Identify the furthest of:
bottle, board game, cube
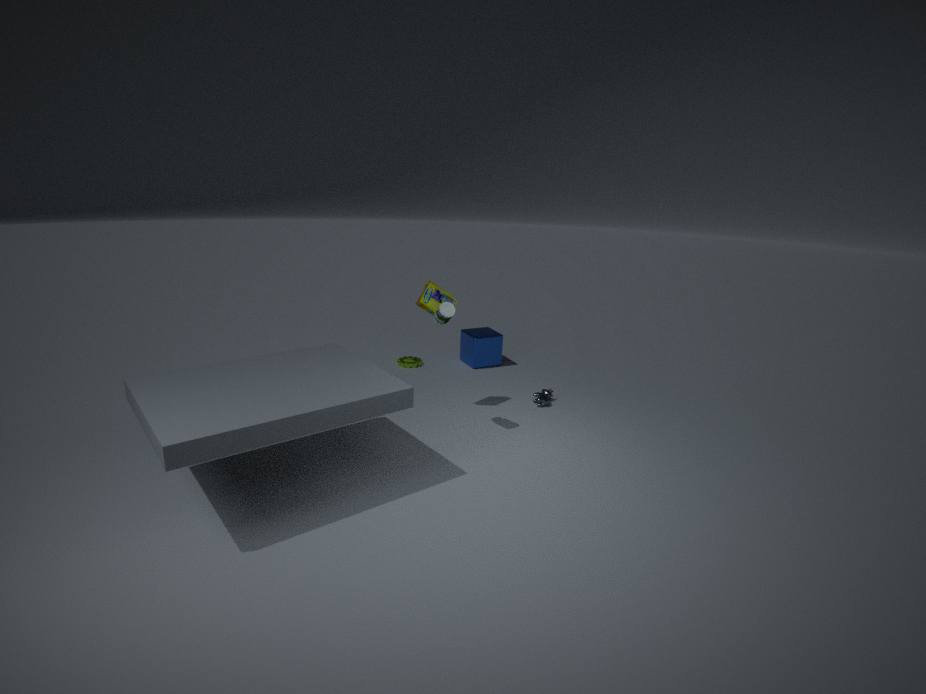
cube
